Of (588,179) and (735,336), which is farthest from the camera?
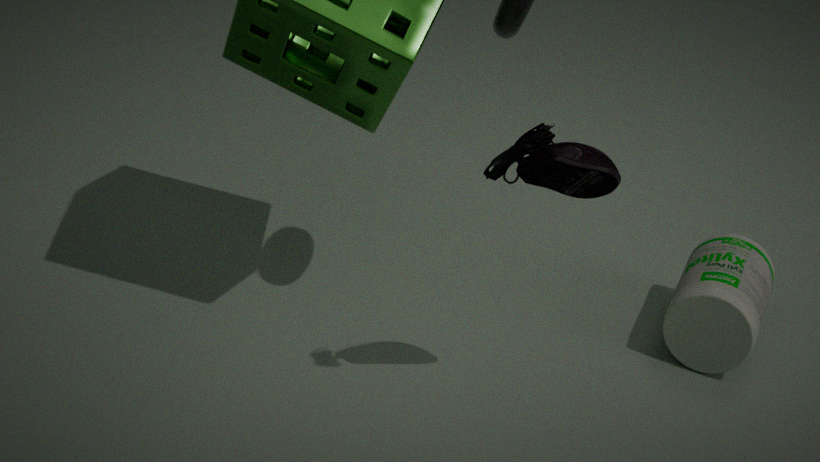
(735,336)
